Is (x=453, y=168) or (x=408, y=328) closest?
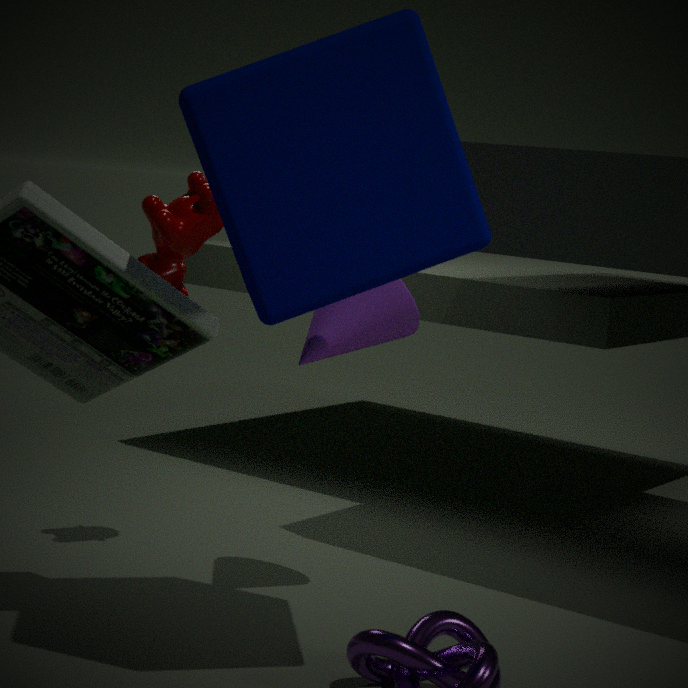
(x=453, y=168)
